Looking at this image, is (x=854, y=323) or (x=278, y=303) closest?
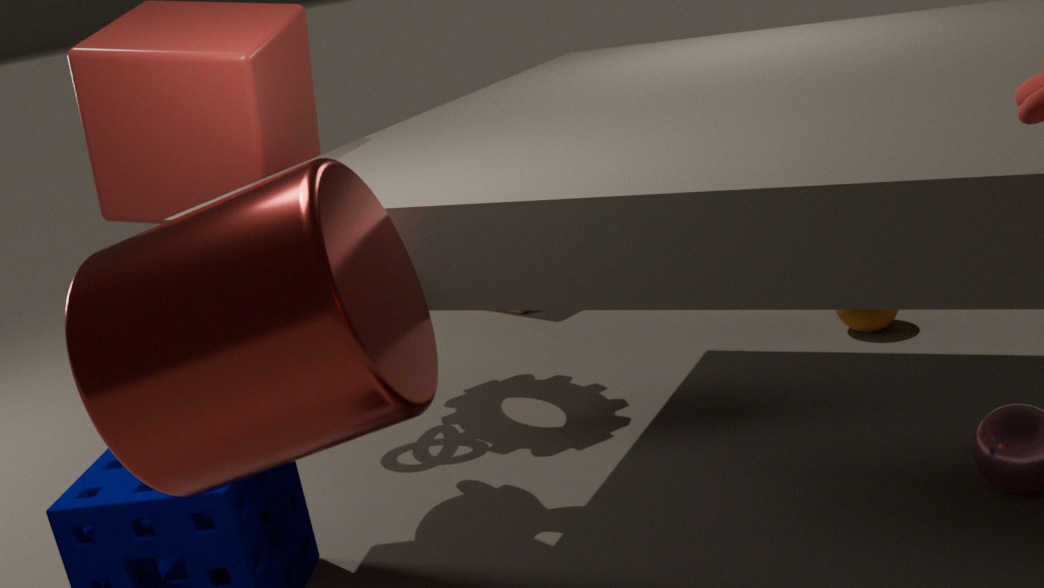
(x=278, y=303)
